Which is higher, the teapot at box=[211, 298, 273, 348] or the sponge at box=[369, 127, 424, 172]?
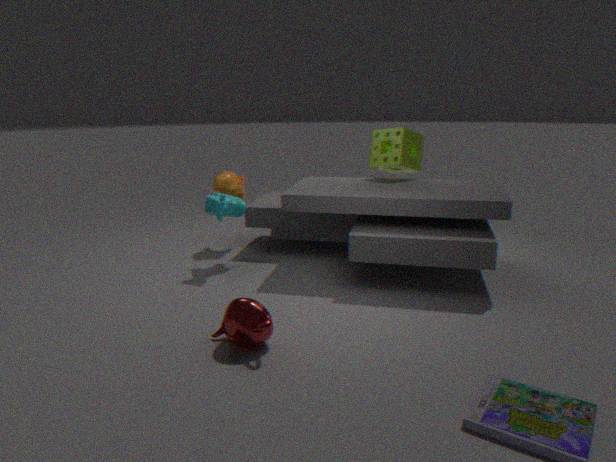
the sponge at box=[369, 127, 424, 172]
